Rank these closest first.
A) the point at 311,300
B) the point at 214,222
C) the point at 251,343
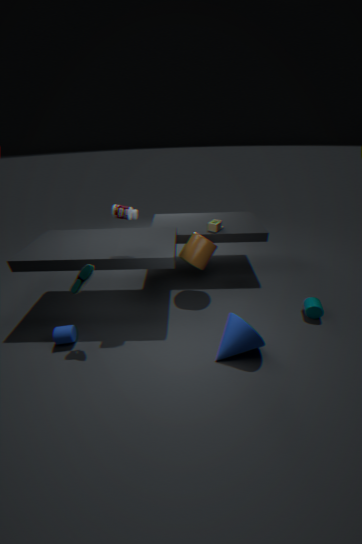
the point at 251,343
the point at 311,300
the point at 214,222
